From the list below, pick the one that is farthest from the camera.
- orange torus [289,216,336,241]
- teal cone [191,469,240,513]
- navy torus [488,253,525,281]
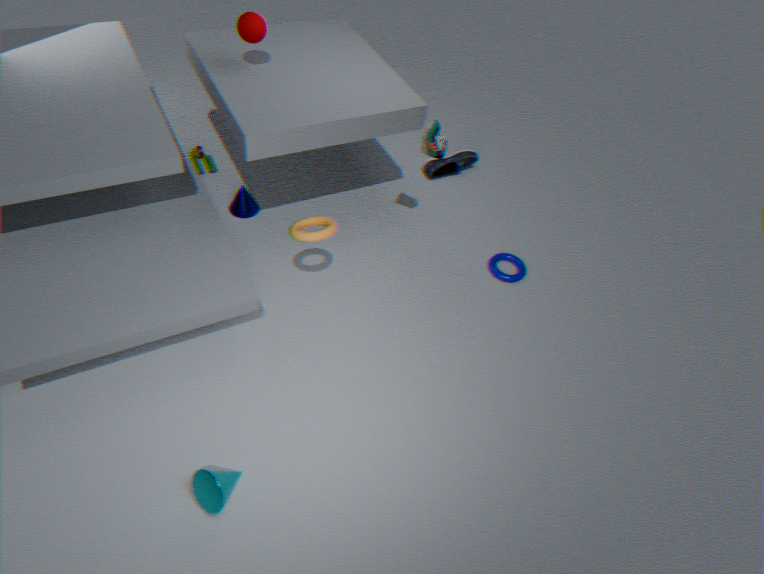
navy torus [488,253,525,281]
